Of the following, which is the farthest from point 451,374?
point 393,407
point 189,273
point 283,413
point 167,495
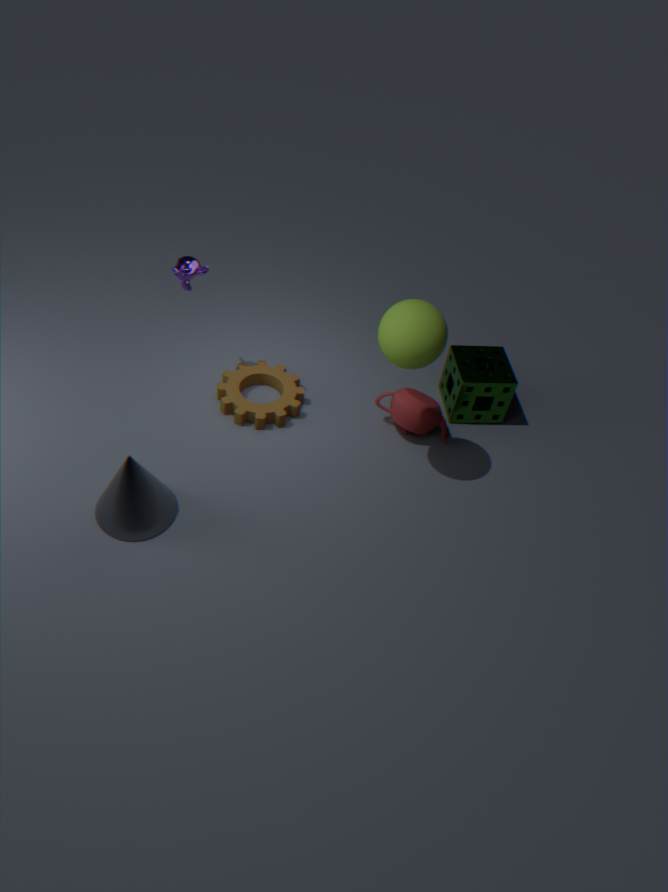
point 167,495
